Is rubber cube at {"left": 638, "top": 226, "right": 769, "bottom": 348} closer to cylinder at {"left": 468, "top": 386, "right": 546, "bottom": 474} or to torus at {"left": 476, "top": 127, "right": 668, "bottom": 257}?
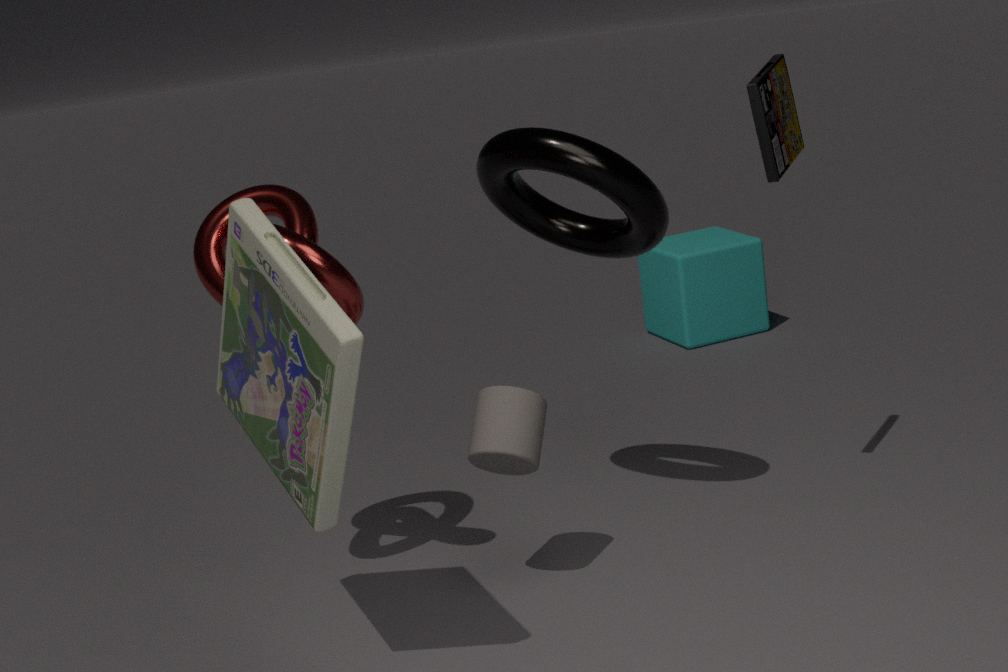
torus at {"left": 476, "top": 127, "right": 668, "bottom": 257}
